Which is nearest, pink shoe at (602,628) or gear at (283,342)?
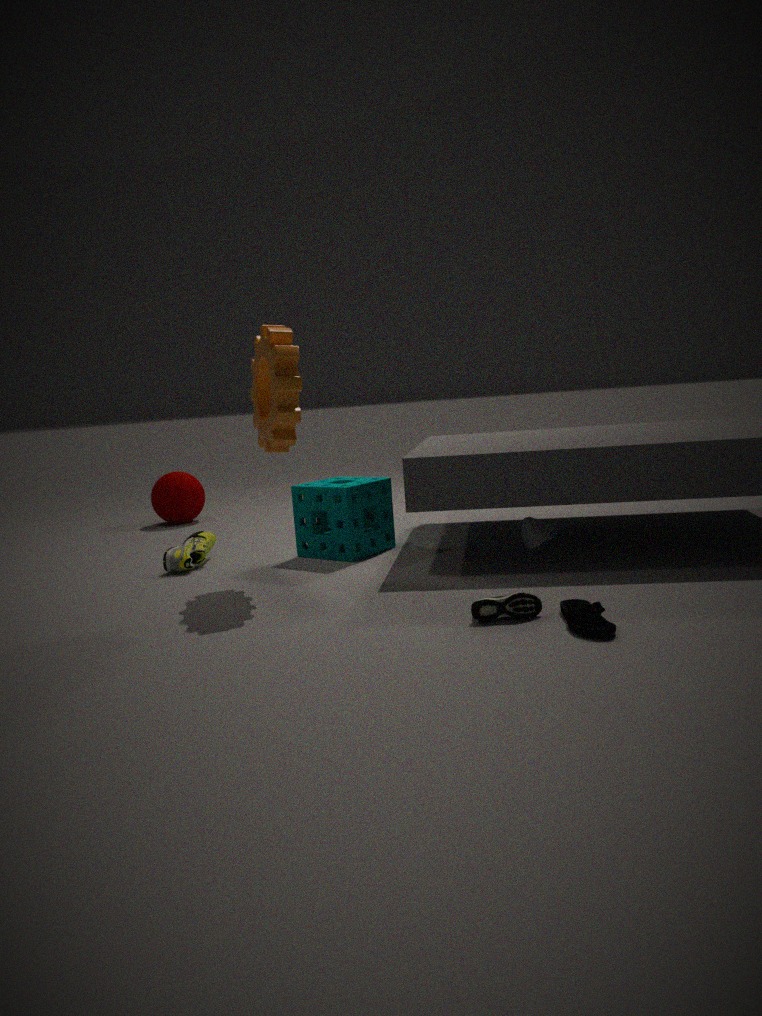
pink shoe at (602,628)
